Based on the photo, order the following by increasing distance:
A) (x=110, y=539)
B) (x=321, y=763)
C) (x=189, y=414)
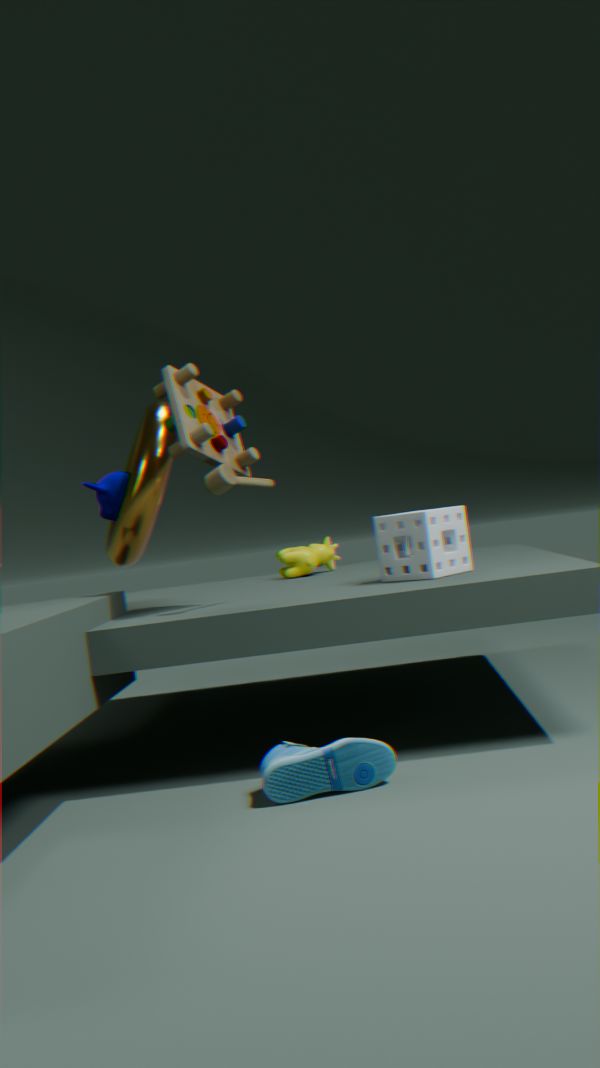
(x=321, y=763) → (x=189, y=414) → (x=110, y=539)
